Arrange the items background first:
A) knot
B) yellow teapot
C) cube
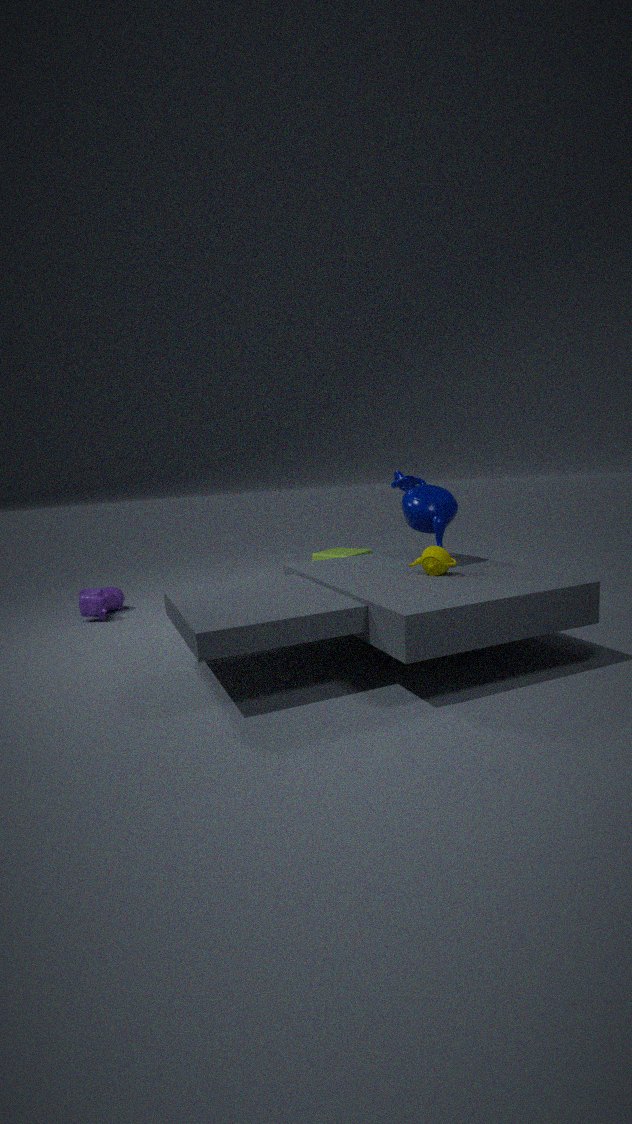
C. cube < A. knot < B. yellow teapot
